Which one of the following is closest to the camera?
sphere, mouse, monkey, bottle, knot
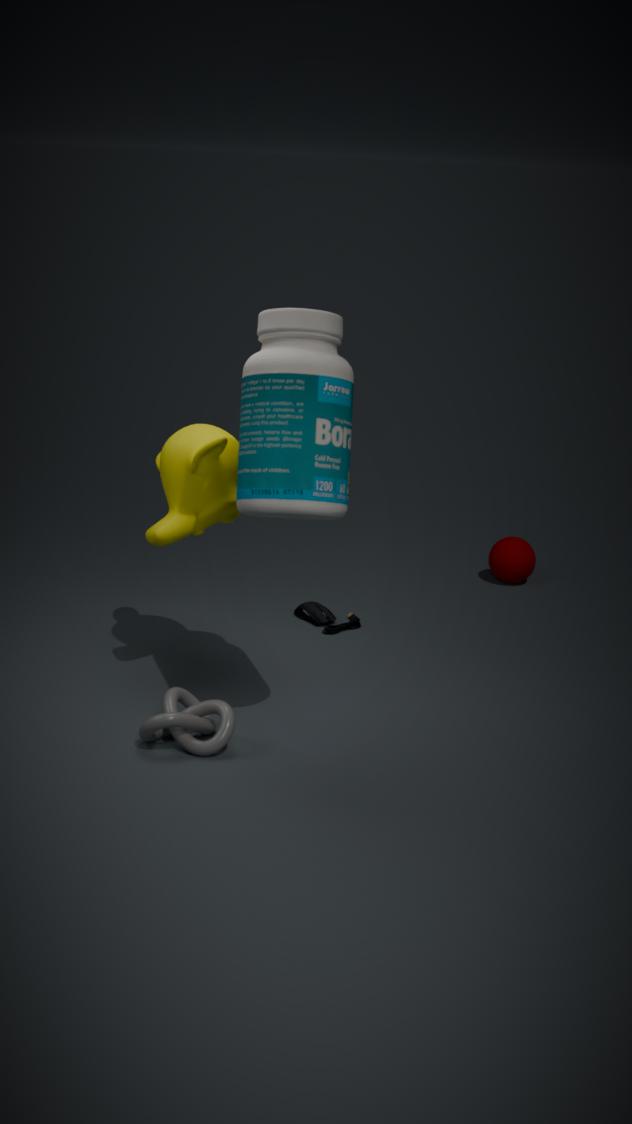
bottle
